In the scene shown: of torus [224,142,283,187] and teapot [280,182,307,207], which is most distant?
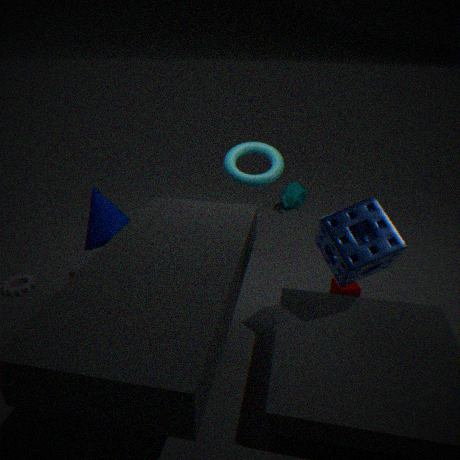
teapot [280,182,307,207]
